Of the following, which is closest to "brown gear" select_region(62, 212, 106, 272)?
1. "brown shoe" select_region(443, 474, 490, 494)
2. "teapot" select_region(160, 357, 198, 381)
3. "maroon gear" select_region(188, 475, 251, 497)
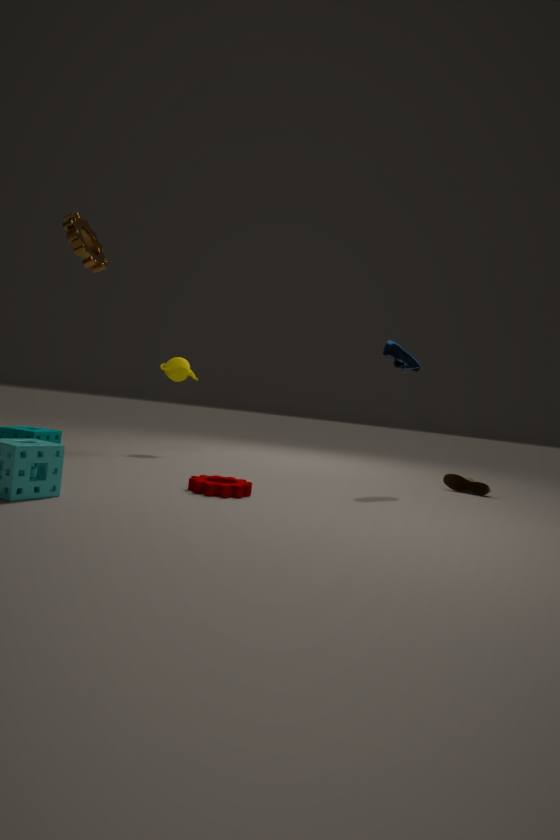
"teapot" select_region(160, 357, 198, 381)
